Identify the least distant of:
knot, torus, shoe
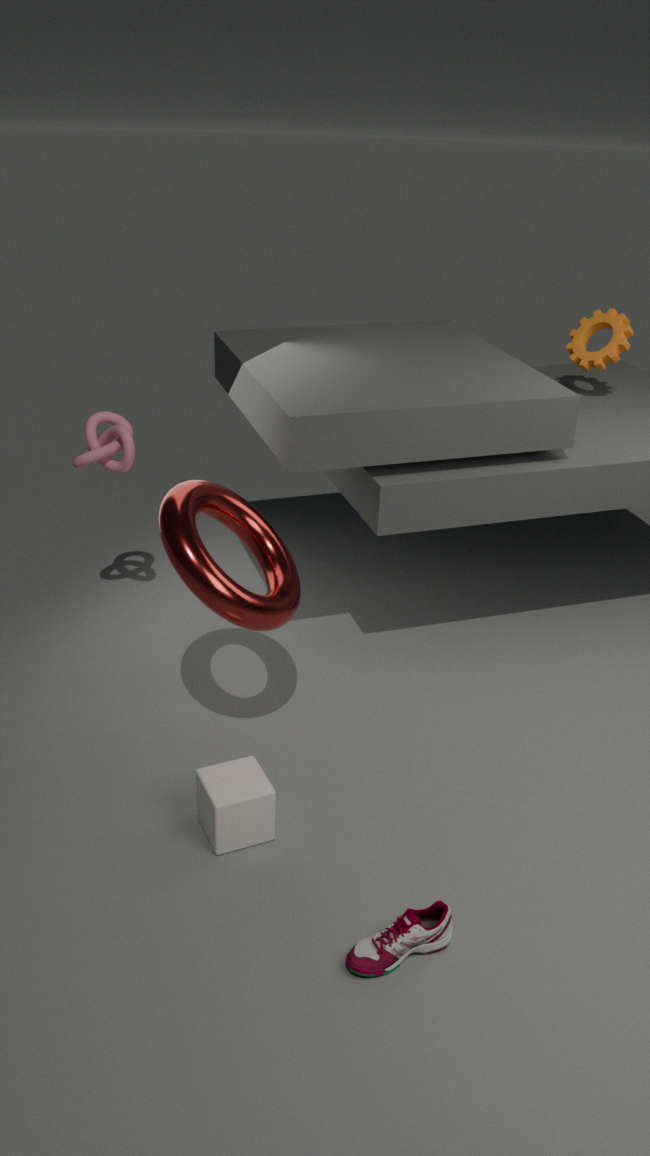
shoe
